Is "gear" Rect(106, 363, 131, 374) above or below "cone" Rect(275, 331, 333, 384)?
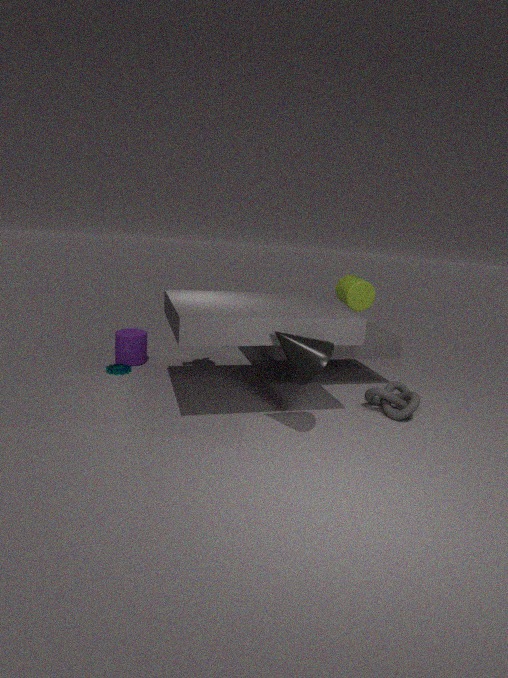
below
